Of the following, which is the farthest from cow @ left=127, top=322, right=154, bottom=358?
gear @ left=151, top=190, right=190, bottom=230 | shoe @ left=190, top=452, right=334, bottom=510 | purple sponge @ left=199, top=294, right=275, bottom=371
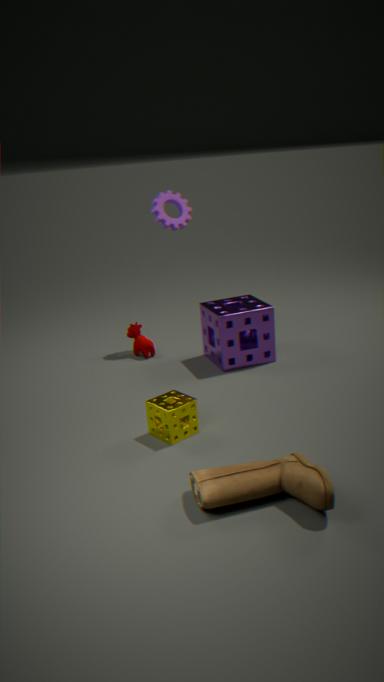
shoe @ left=190, top=452, right=334, bottom=510
